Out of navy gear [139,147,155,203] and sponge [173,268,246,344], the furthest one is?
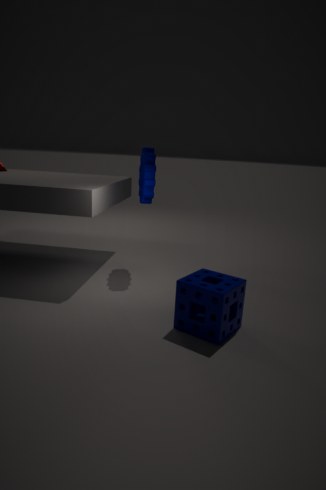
navy gear [139,147,155,203]
